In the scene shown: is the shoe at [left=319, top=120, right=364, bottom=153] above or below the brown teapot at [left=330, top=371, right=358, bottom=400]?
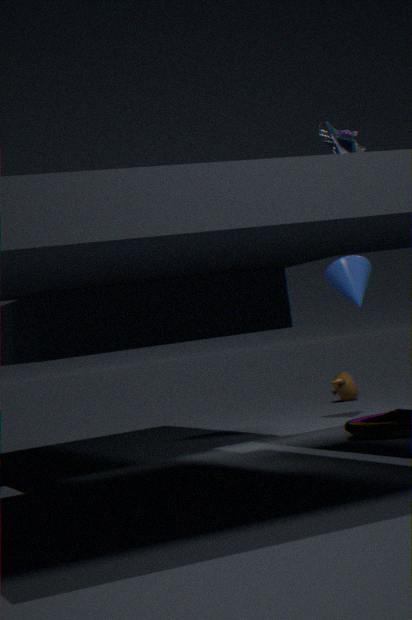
above
